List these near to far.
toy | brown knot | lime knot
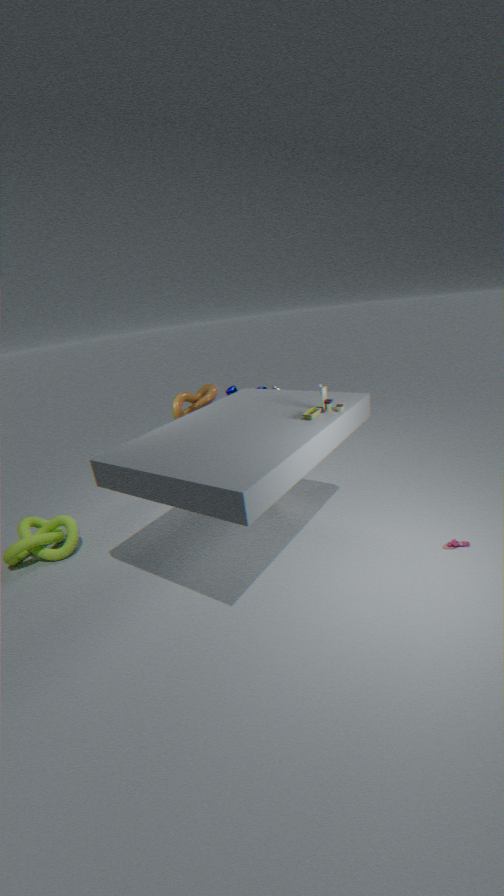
1. toy
2. lime knot
3. brown knot
